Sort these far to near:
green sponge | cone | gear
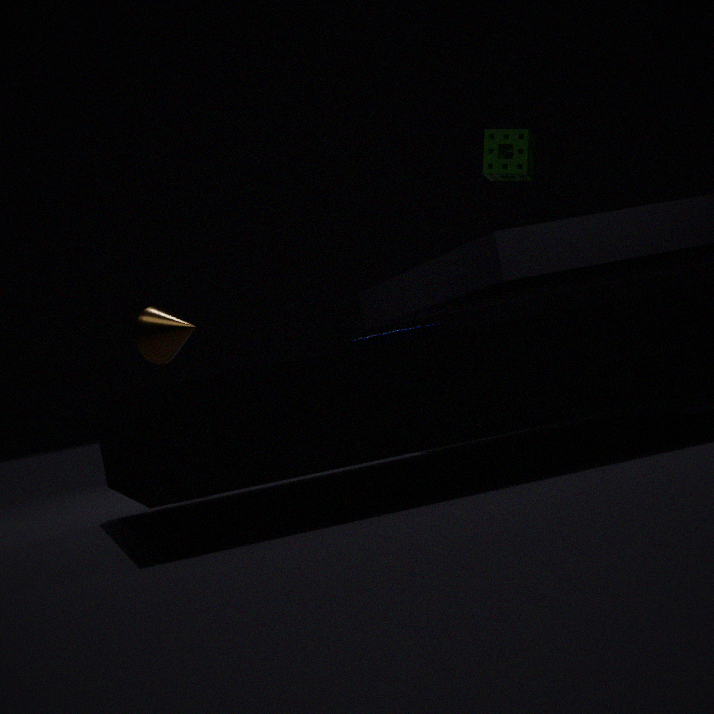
green sponge < cone < gear
